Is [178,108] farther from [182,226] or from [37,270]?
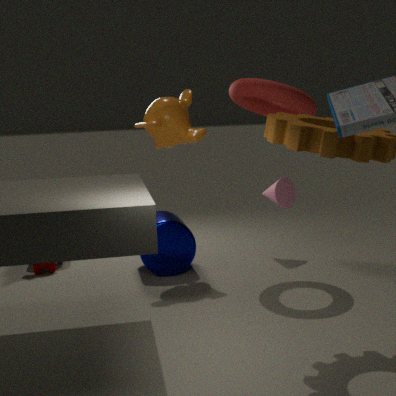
[37,270]
